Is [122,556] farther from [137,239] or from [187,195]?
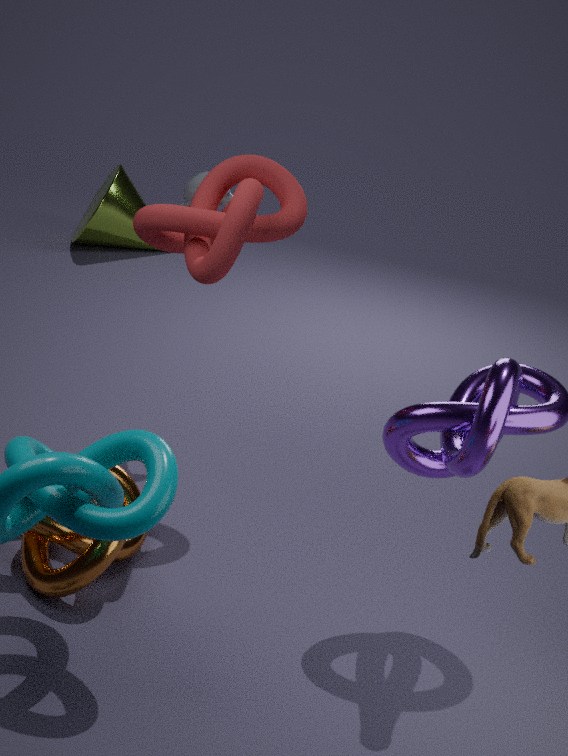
[137,239]
